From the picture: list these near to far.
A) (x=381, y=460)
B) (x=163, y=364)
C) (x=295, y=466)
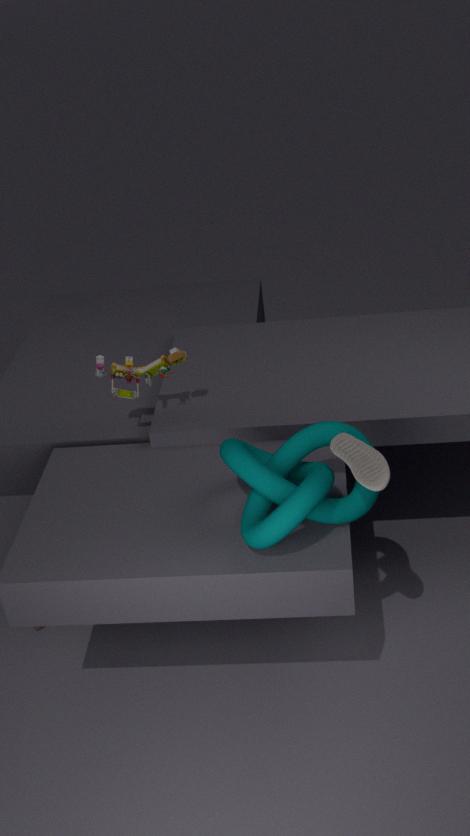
(x=381, y=460) < (x=295, y=466) < (x=163, y=364)
